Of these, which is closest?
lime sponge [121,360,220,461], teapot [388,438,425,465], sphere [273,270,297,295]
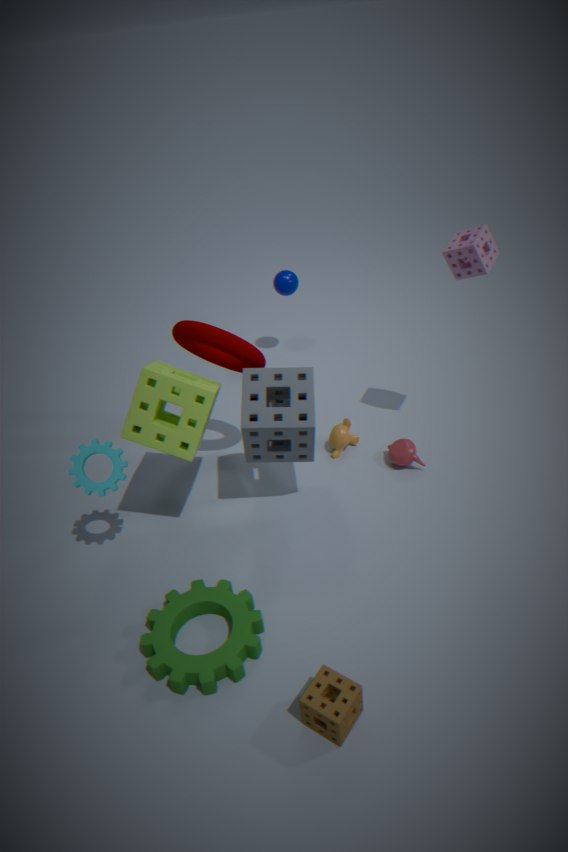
lime sponge [121,360,220,461]
